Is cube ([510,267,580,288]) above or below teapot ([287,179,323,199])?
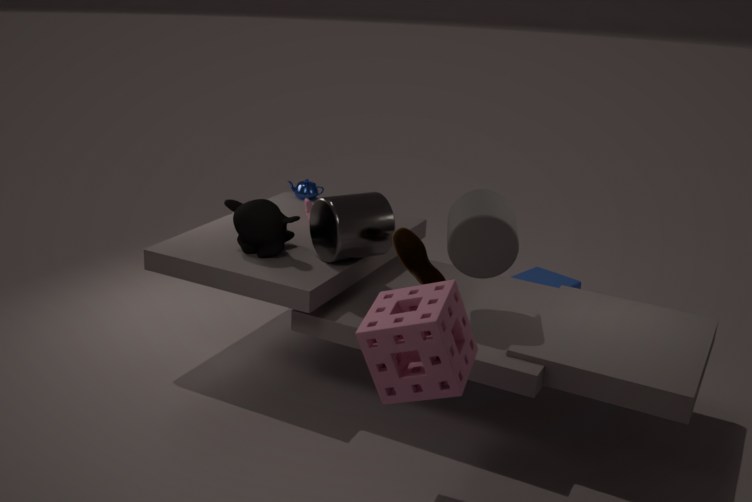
below
